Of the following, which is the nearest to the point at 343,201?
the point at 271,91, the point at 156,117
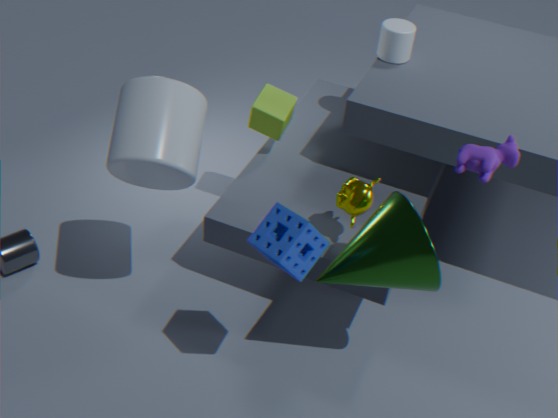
→ the point at 271,91
